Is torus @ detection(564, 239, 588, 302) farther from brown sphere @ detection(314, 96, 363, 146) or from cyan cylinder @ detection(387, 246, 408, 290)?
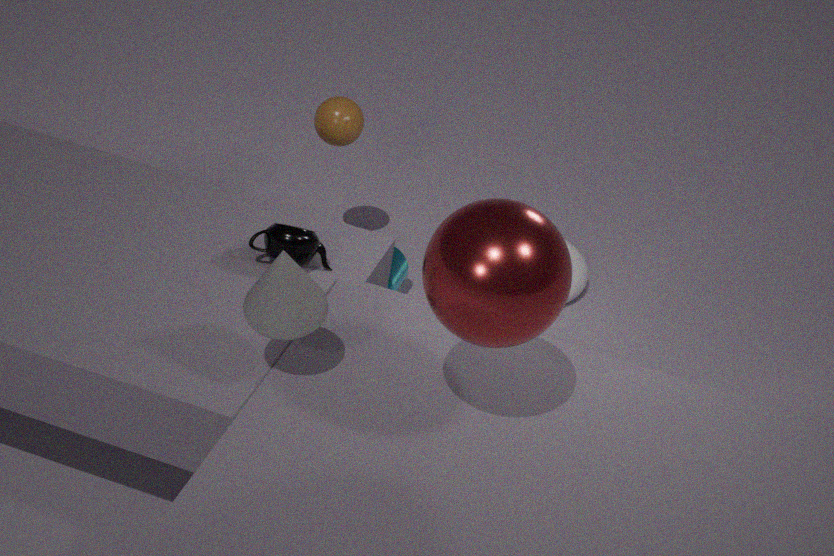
brown sphere @ detection(314, 96, 363, 146)
